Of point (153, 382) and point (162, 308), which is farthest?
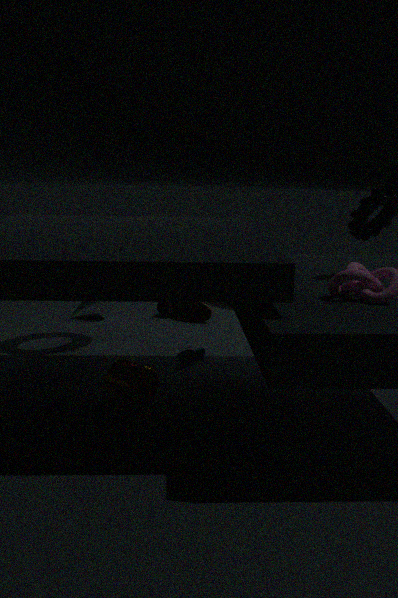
point (162, 308)
